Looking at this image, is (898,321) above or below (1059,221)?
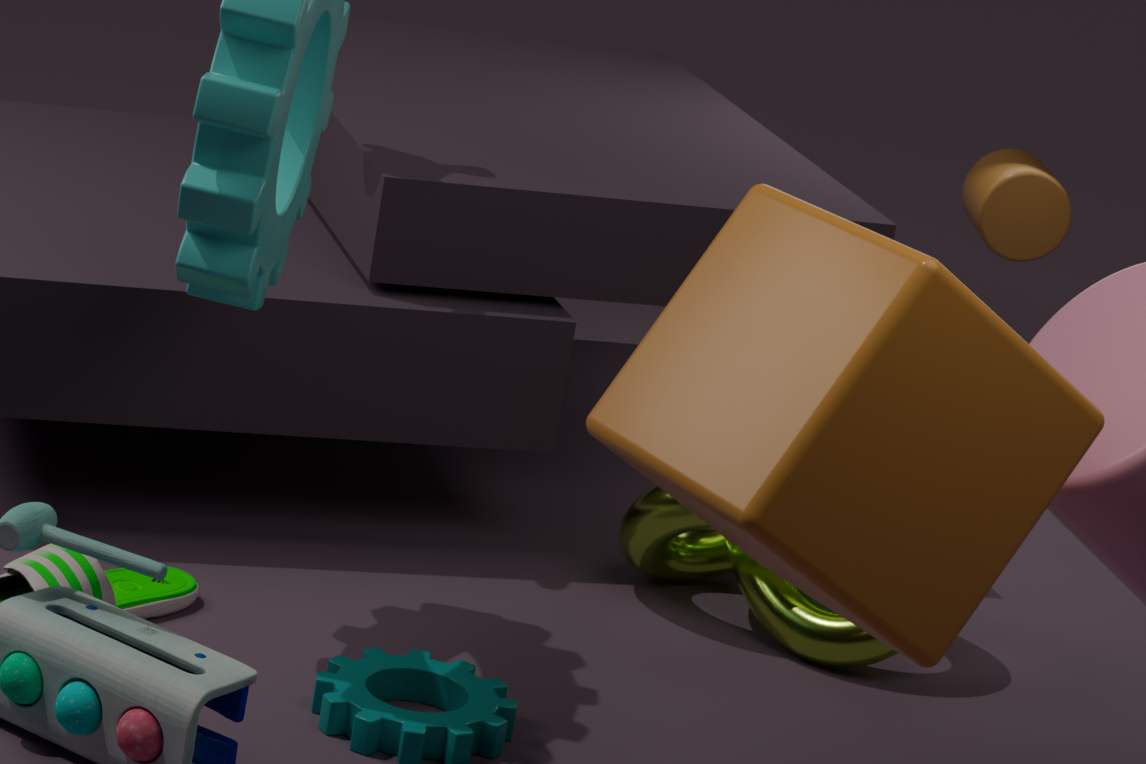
above
